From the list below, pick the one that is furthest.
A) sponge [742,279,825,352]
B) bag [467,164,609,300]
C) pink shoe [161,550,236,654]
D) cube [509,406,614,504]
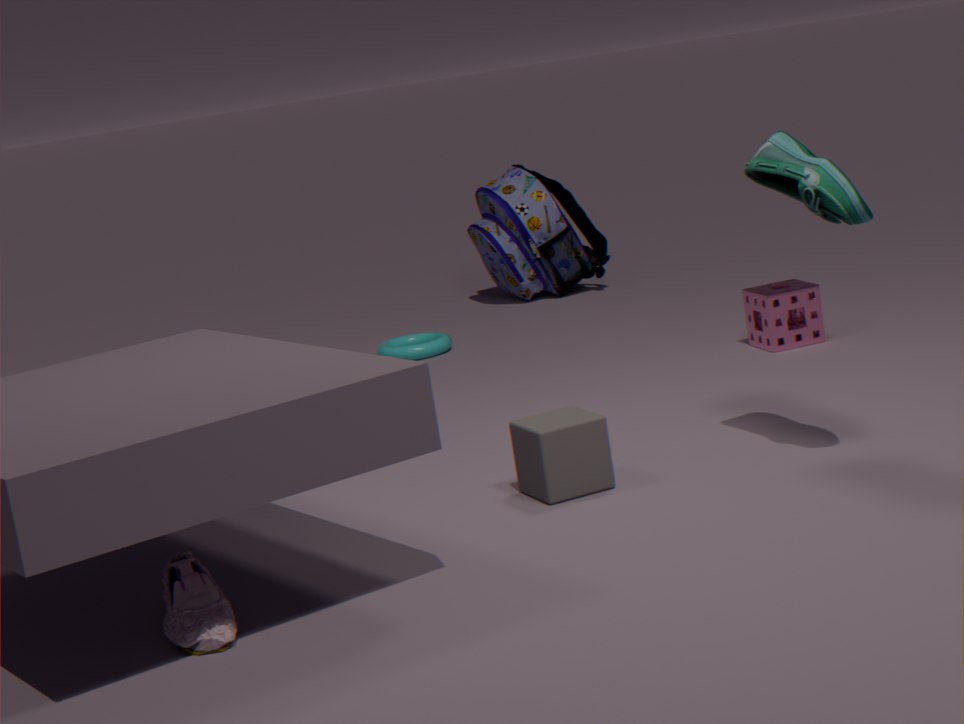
bag [467,164,609,300]
